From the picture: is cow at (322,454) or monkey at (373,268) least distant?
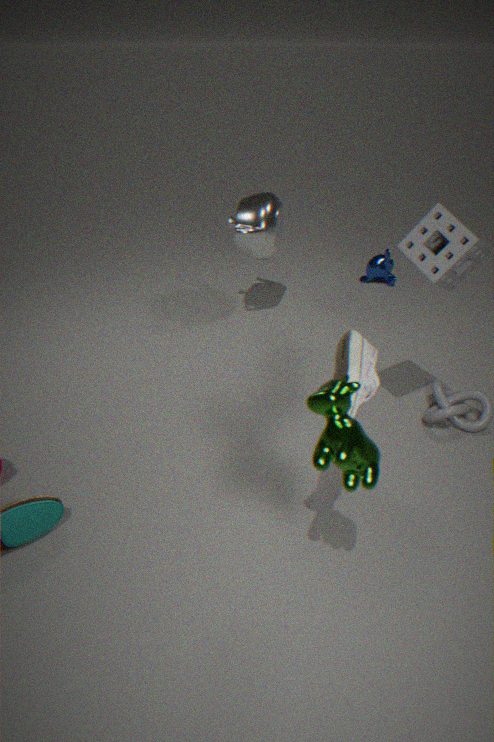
cow at (322,454)
